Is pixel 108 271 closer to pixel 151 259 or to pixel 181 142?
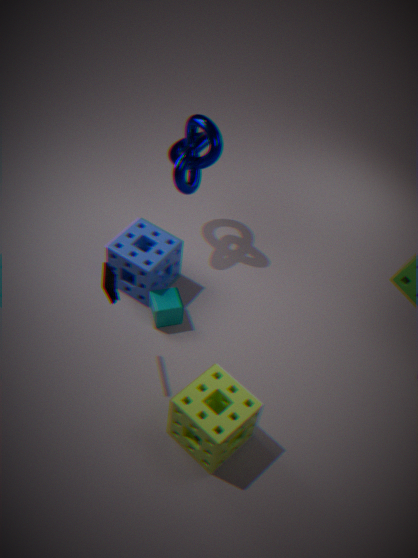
pixel 151 259
